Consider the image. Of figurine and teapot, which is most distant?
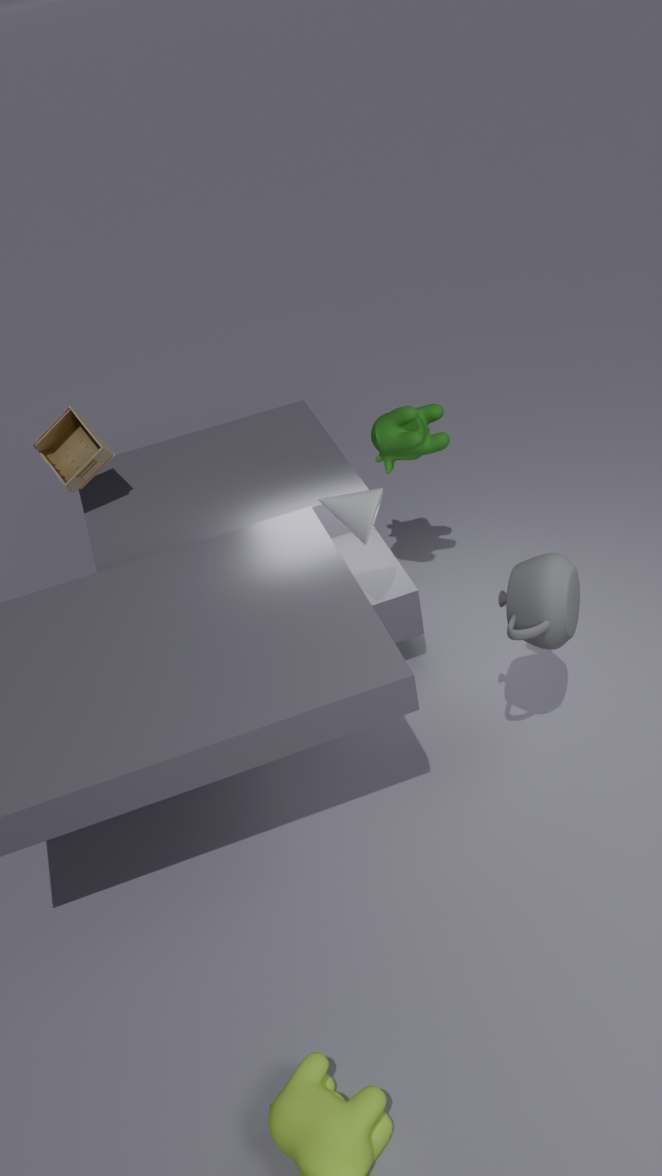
figurine
